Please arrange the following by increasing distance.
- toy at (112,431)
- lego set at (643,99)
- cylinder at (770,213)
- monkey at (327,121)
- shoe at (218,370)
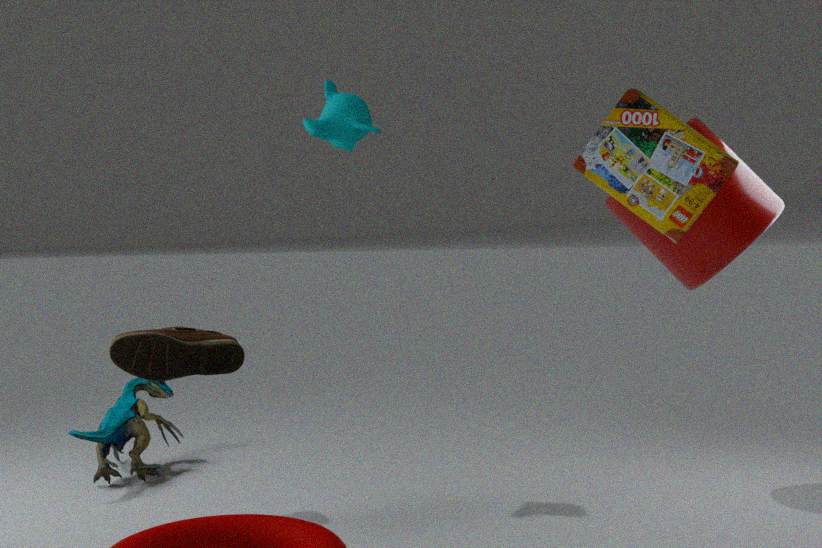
1. lego set at (643,99)
2. shoe at (218,370)
3. cylinder at (770,213)
4. monkey at (327,121)
5. toy at (112,431)
